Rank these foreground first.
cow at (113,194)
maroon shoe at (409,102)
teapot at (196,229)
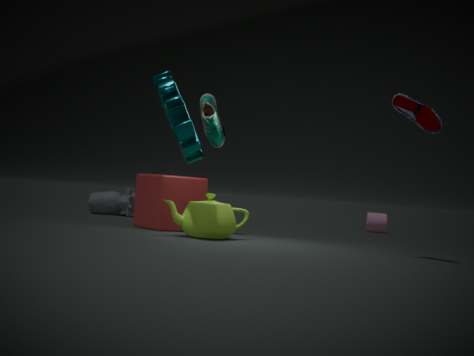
maroon shoe at (409,102) → teapot at (196,229) → cow at (113,194)
